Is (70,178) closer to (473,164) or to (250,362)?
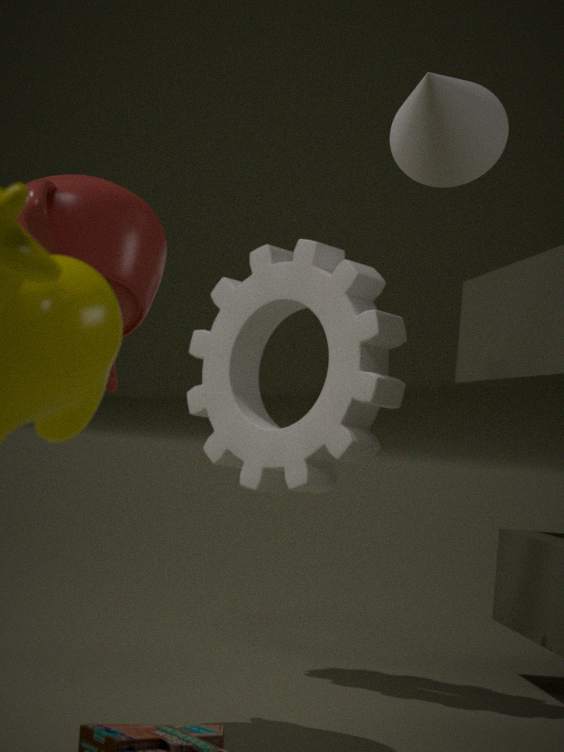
(473,164)
